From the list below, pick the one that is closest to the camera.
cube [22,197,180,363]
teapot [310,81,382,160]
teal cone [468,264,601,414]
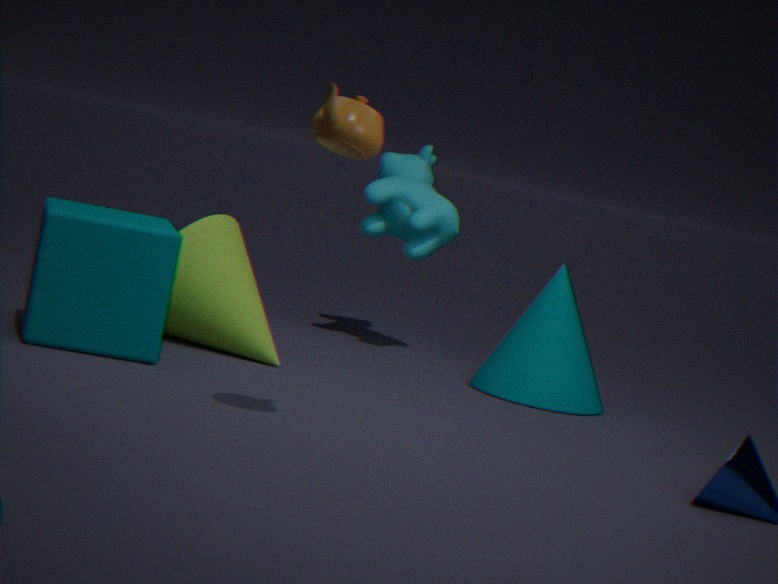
teapot [310,81,382,160]
